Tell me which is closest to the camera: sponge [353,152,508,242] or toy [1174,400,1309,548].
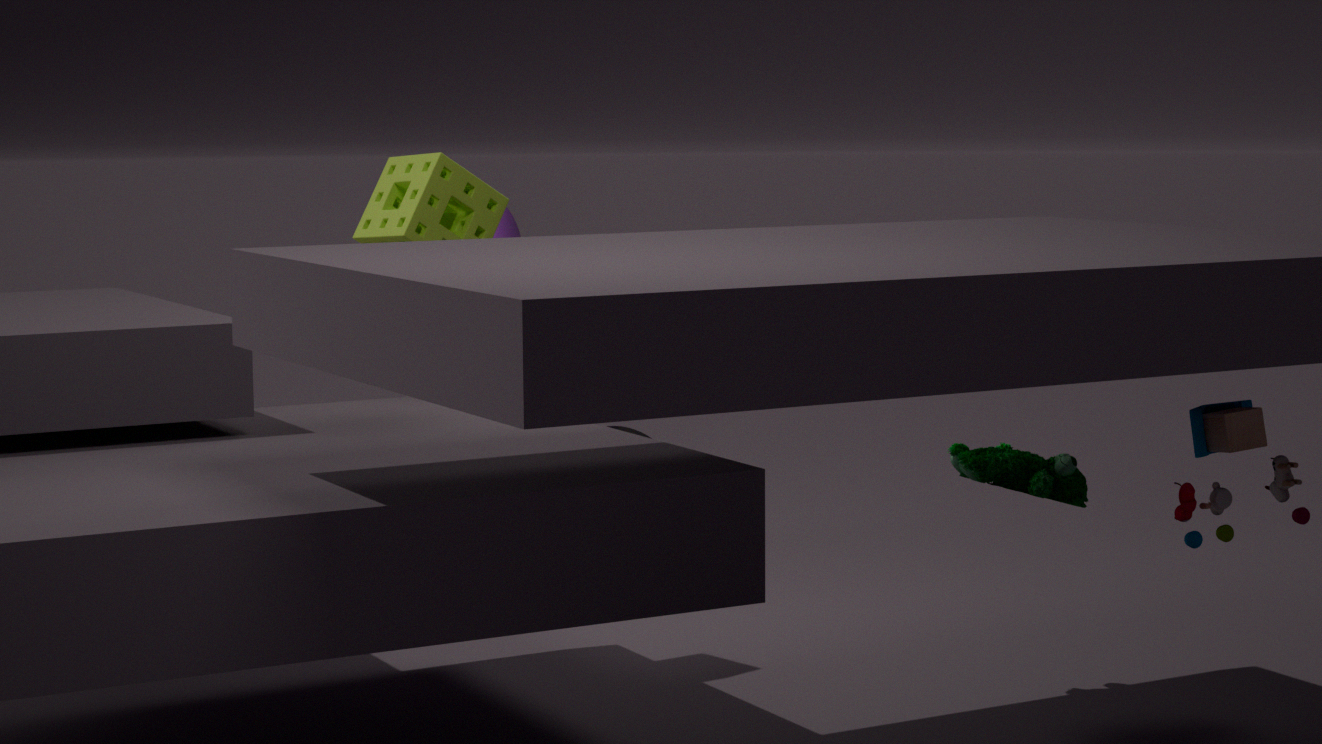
toy [1174,400,1309,548]
